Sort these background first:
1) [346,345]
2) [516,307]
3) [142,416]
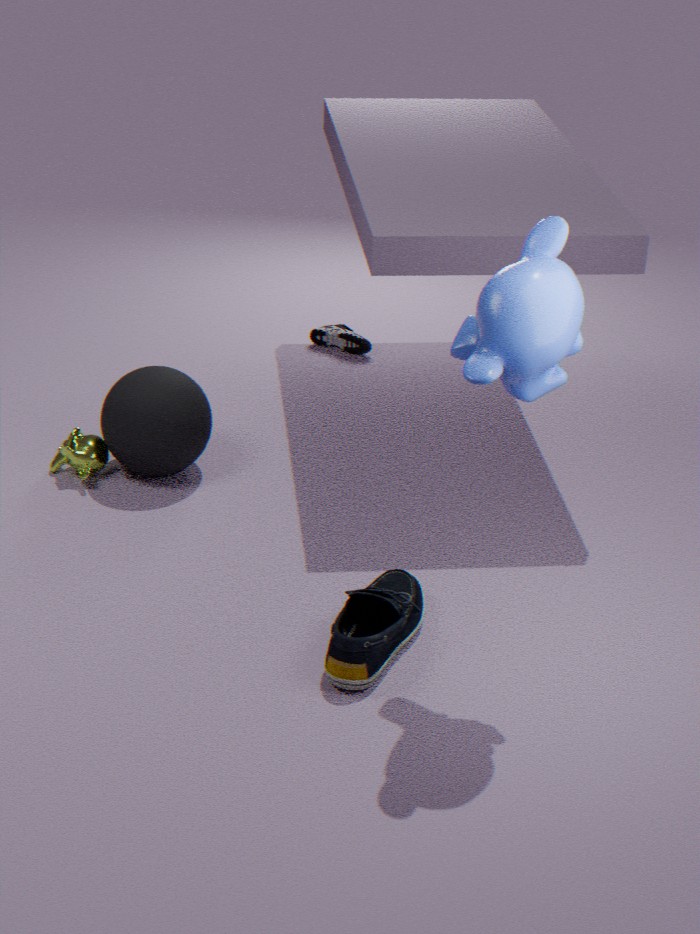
1. 1. [346,345]
2. 3. [142,416]
3. 2. [516,307]
